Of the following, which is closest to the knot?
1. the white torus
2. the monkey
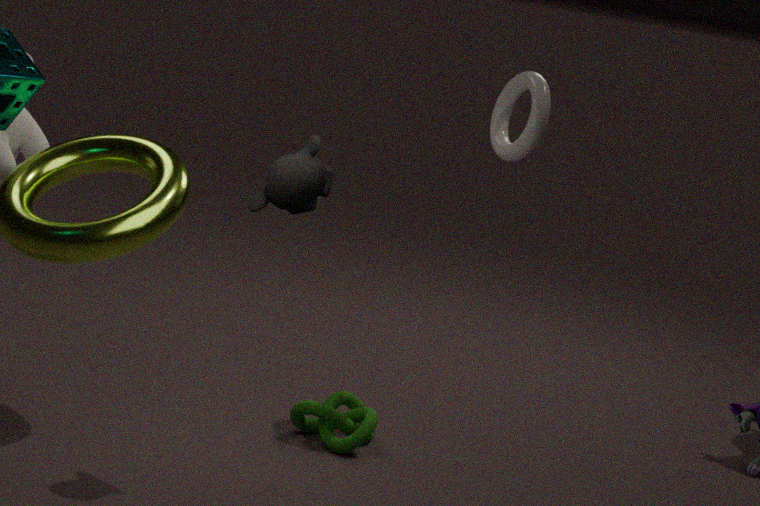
the monkey
